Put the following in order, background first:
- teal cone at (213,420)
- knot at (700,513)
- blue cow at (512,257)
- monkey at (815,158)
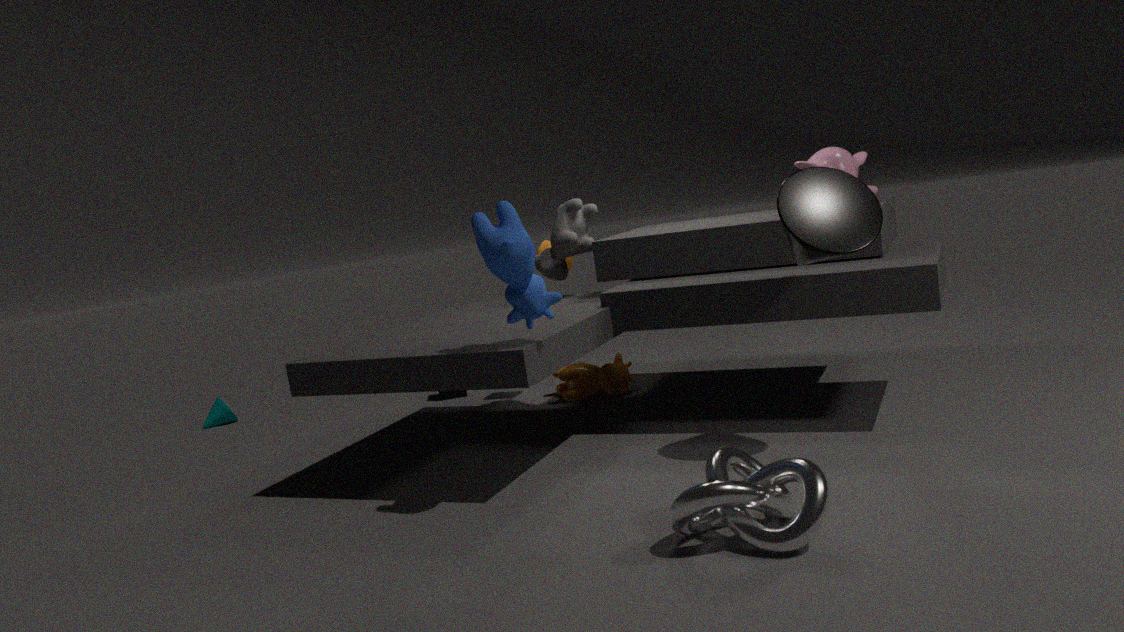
teal cone at (213,420)
monkey at (815,158)
blue cow at (512,257)
knot at (700,513)
